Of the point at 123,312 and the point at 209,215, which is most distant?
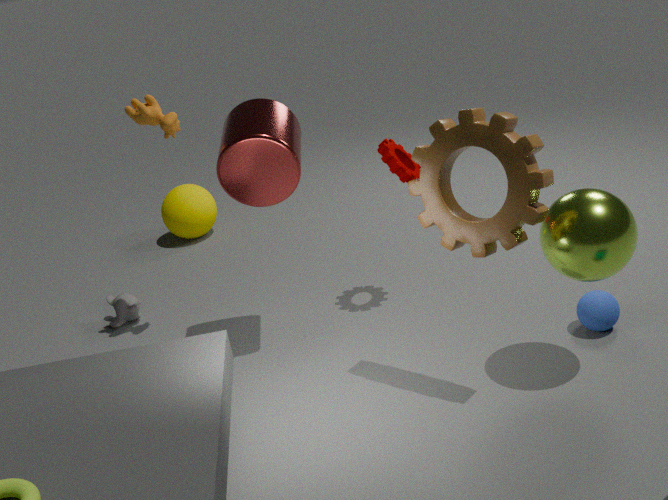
the point at 209,215
